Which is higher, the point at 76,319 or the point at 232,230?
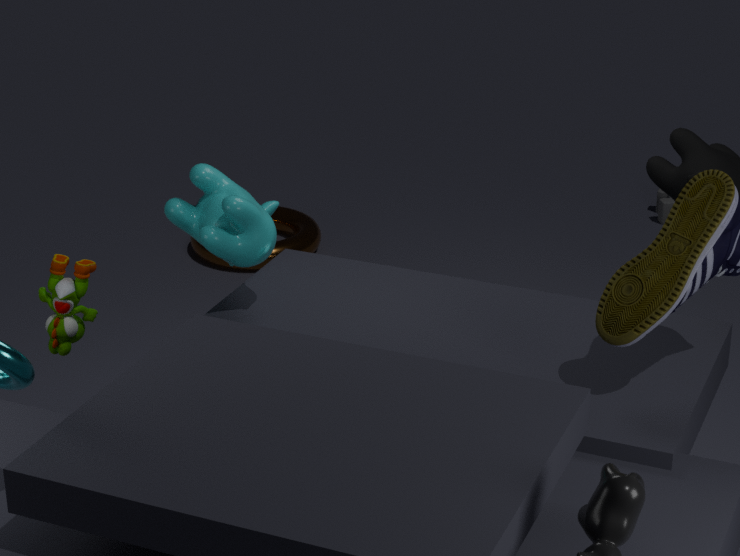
the point at 232,230
